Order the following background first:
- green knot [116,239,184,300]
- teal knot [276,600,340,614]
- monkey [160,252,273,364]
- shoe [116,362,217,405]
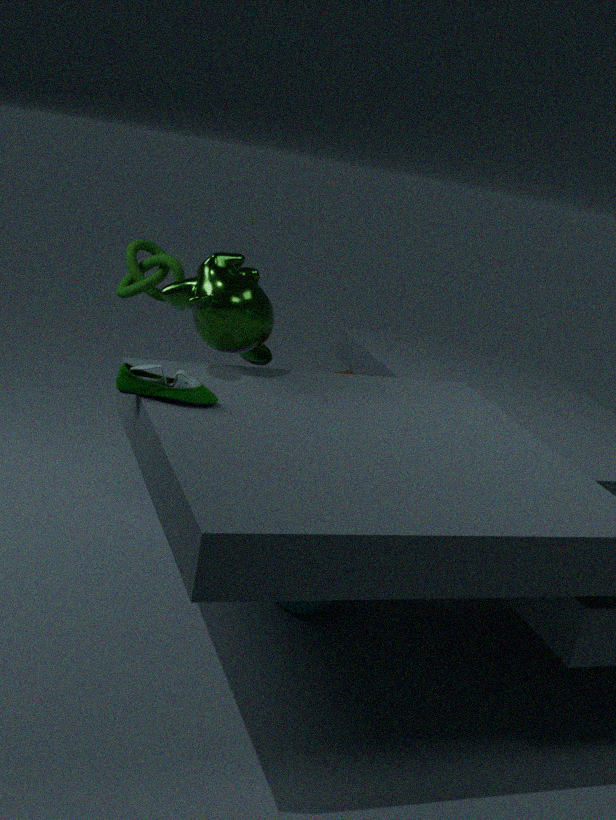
green knot [116,239,184,300], teal knot [276,600,340,614], monkey [160,252,273,364], shoe [116,362,217,405]
